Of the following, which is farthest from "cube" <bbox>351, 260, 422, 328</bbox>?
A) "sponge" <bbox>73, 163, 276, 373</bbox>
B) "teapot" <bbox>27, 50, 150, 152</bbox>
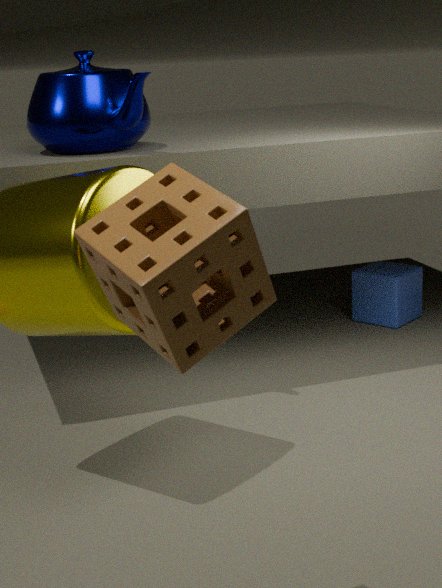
"sponge" <bbox>73, 163, 276, 373</bbox>
